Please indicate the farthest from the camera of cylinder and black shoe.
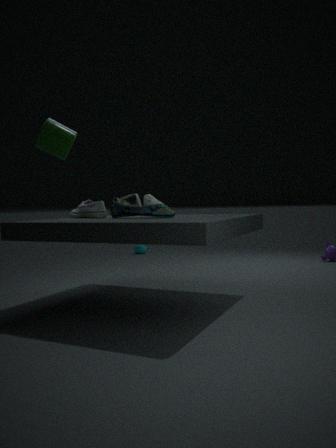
black shoe
